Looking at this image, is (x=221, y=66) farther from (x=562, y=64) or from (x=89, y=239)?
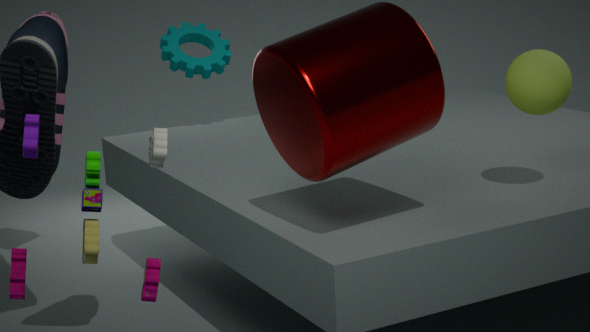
(x=89, y=239)
